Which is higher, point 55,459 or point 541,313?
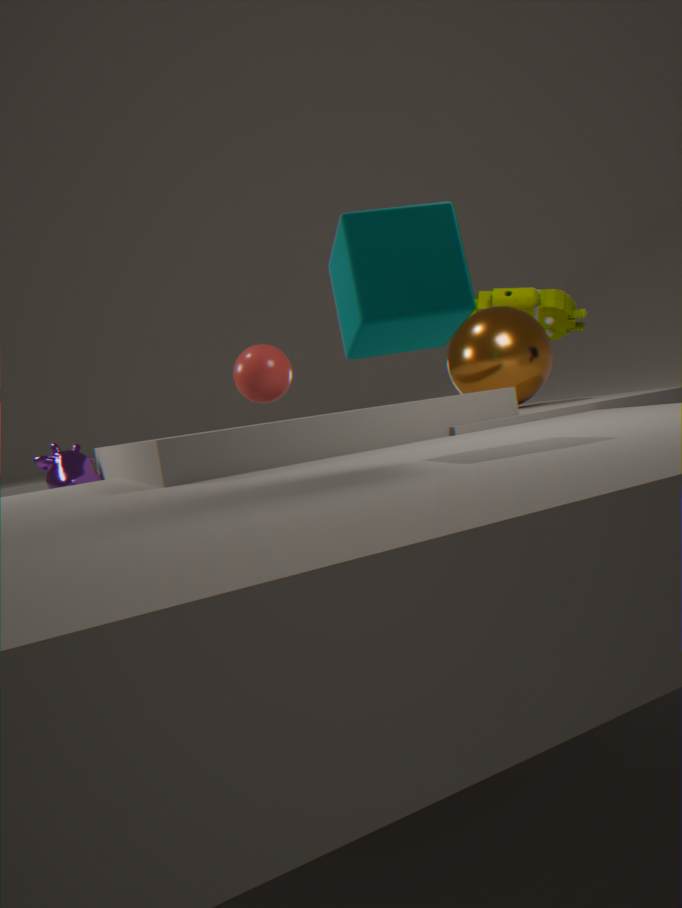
point 541,313
